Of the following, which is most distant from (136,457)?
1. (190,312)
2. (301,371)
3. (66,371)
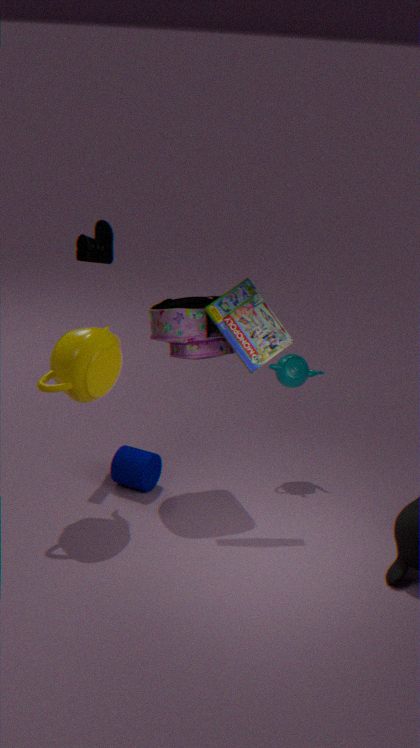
(301,371)
